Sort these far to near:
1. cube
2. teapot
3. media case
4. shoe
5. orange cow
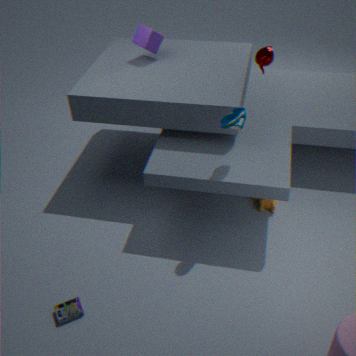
1. cube
2. orange cow
3. teapot
4. shoe
5. media case
